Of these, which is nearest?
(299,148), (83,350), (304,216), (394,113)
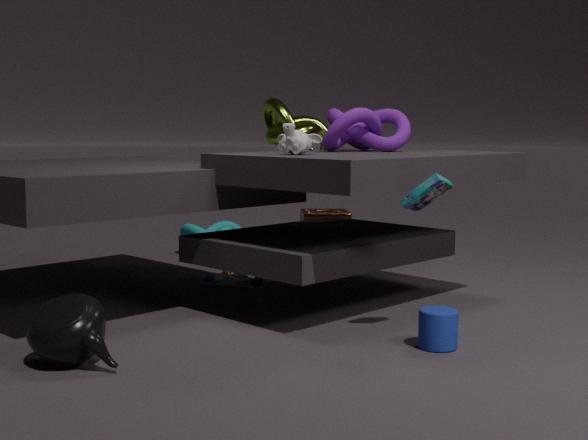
(83,350)
